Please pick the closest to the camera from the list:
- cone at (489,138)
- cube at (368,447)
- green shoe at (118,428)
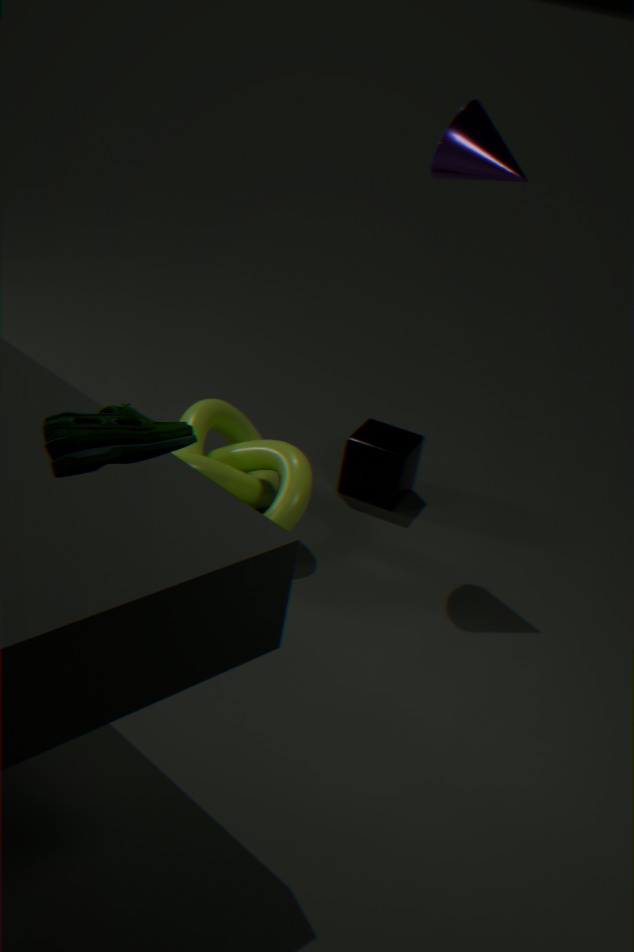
green shoe at (118,428)
